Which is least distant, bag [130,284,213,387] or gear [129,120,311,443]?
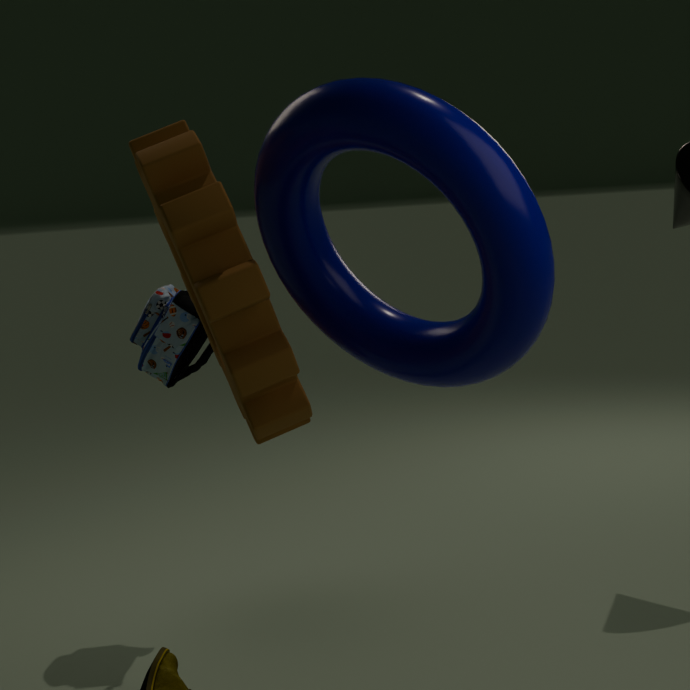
gear [129,120,311,443]
